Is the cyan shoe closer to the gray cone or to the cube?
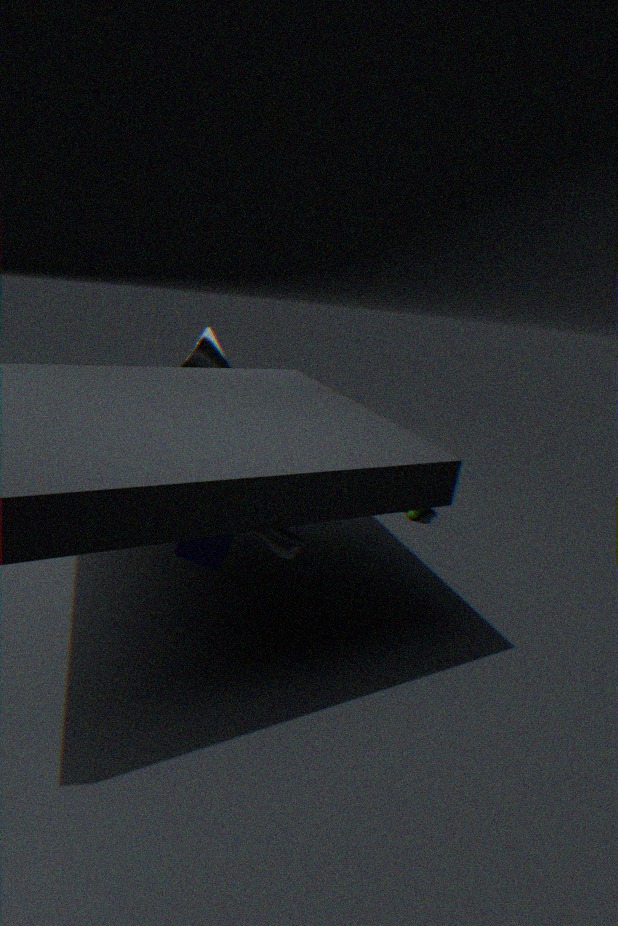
the cube
